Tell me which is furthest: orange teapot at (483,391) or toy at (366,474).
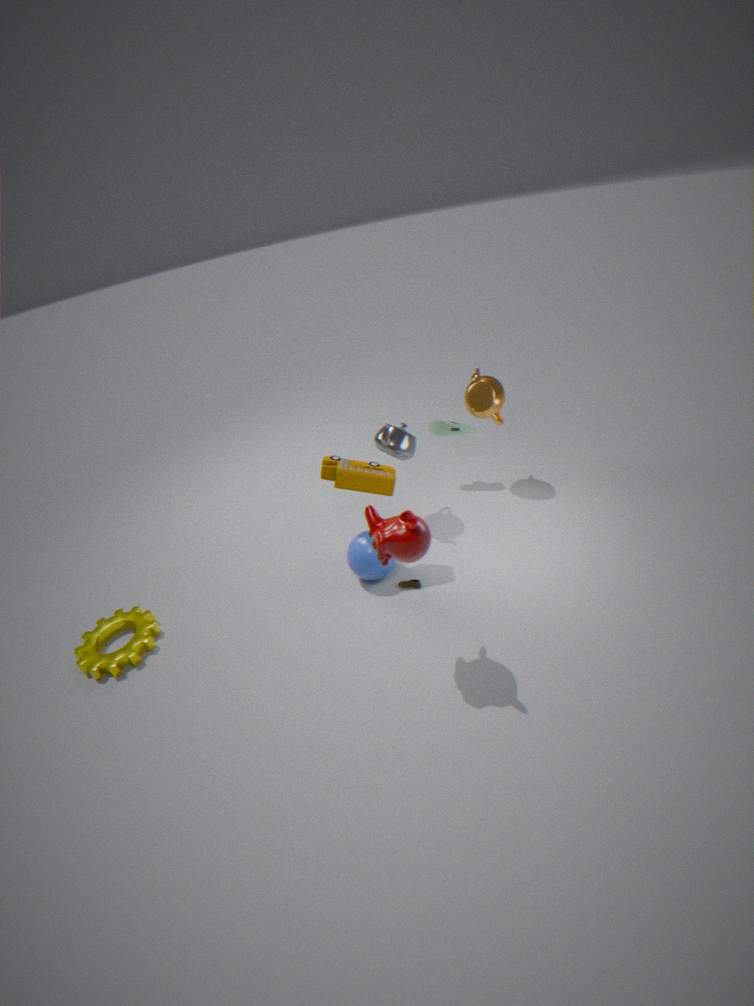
orange teapot at (483,391)
